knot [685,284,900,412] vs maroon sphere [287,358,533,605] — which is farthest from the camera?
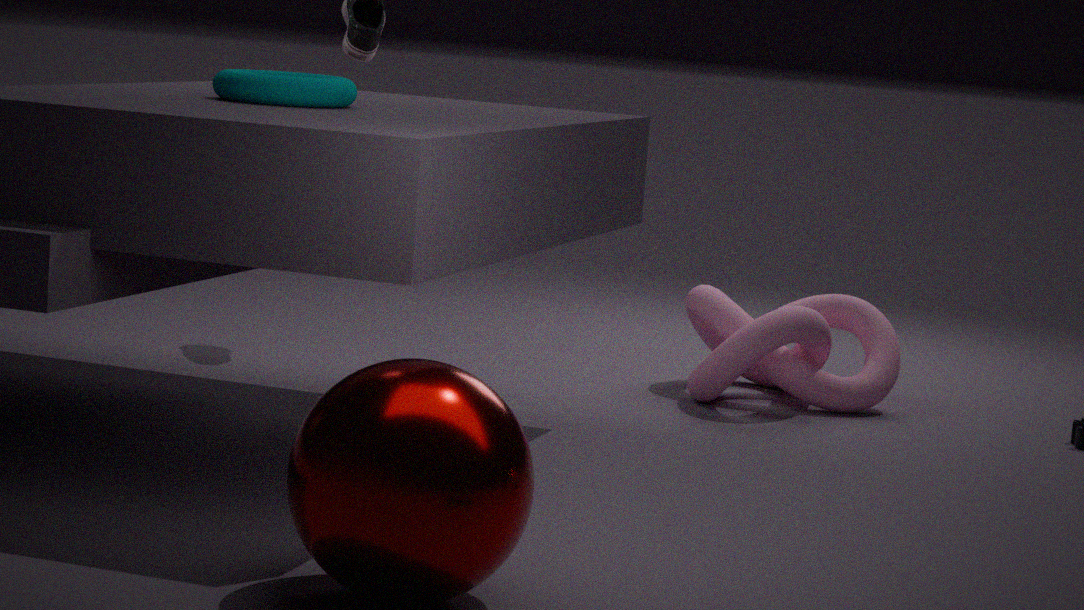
knot [685,284,900,412]
